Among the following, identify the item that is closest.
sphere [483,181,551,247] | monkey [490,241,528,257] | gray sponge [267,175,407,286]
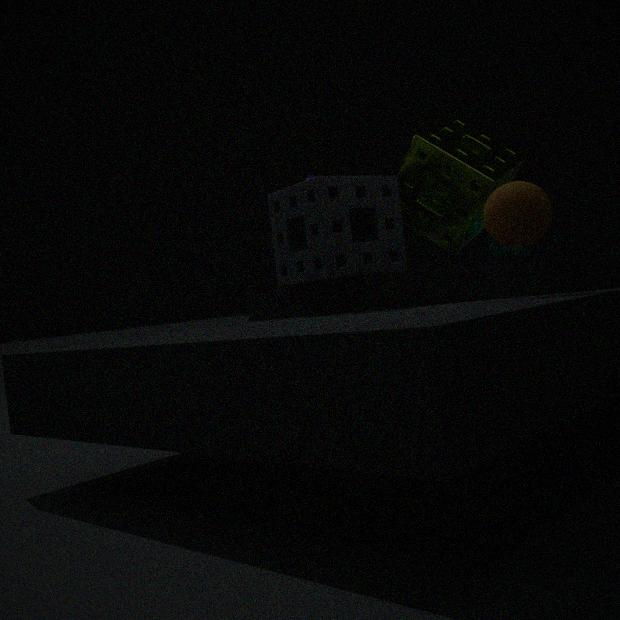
sphere [483,181,551,247]
